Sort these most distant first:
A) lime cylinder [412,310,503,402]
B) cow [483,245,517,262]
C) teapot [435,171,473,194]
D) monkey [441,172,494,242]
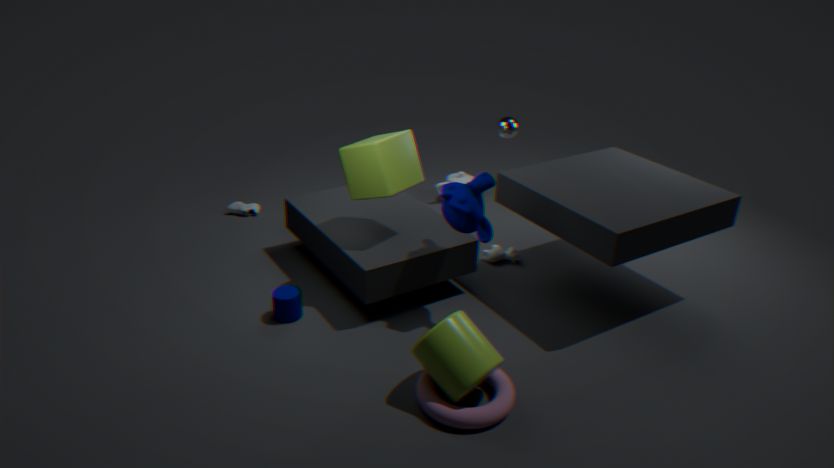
teapot [435,171,473,194] < cow [483,245,517,262] < monkey [441,172,494,242] < lime cylinder [412,310,503,402]
